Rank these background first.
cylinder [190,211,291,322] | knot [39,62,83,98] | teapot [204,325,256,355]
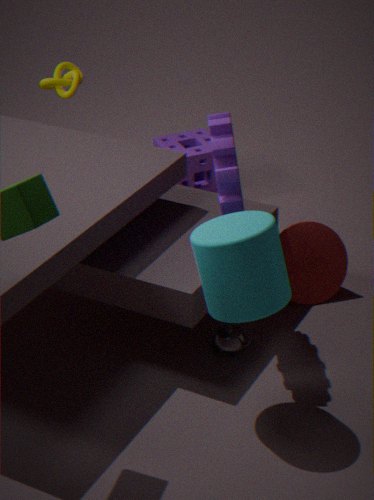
knot [39,62,83,98] < teapot [204,325,256,355] < cylinder [190,211,291,322]
